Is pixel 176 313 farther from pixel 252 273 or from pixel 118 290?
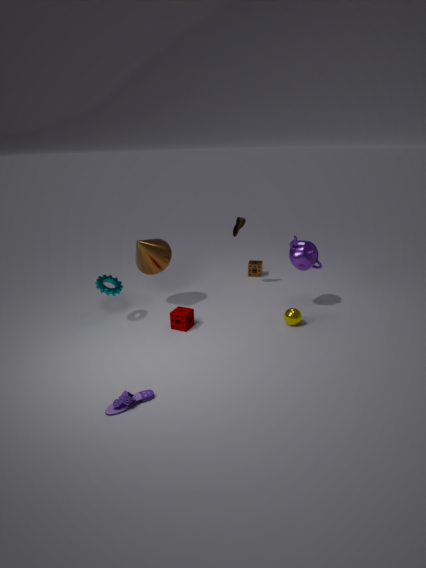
pixel 252 273
